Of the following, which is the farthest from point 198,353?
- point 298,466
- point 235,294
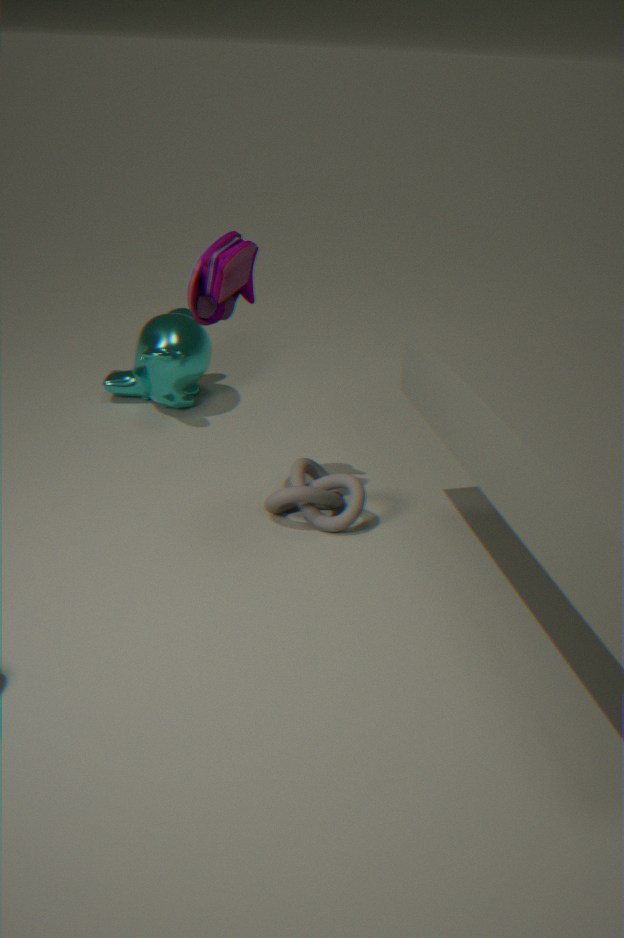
point 298,466
